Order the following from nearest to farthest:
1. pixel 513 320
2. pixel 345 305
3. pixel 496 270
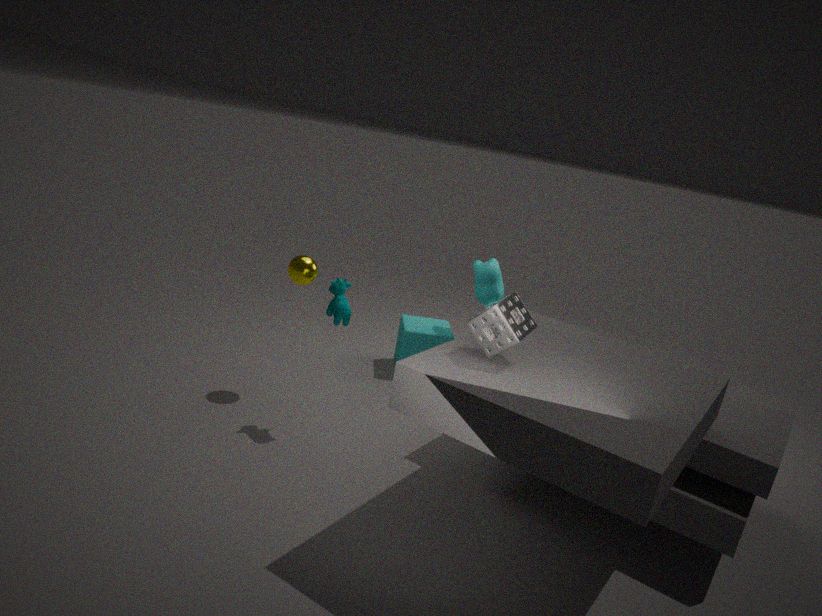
pixel 513 320
pixel 345 305
pixel 496 270
